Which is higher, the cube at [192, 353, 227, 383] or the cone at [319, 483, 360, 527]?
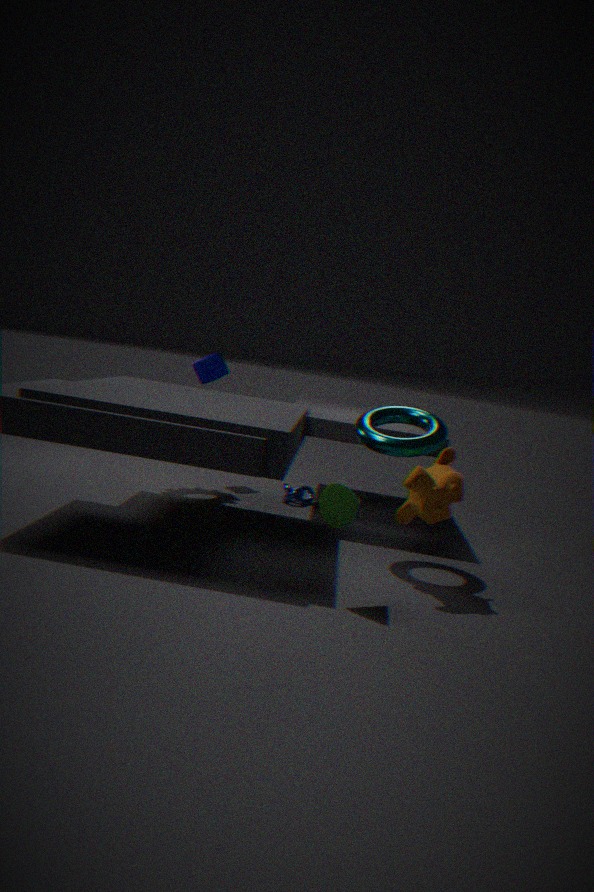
the cube at [192, 353, 227, 383]
